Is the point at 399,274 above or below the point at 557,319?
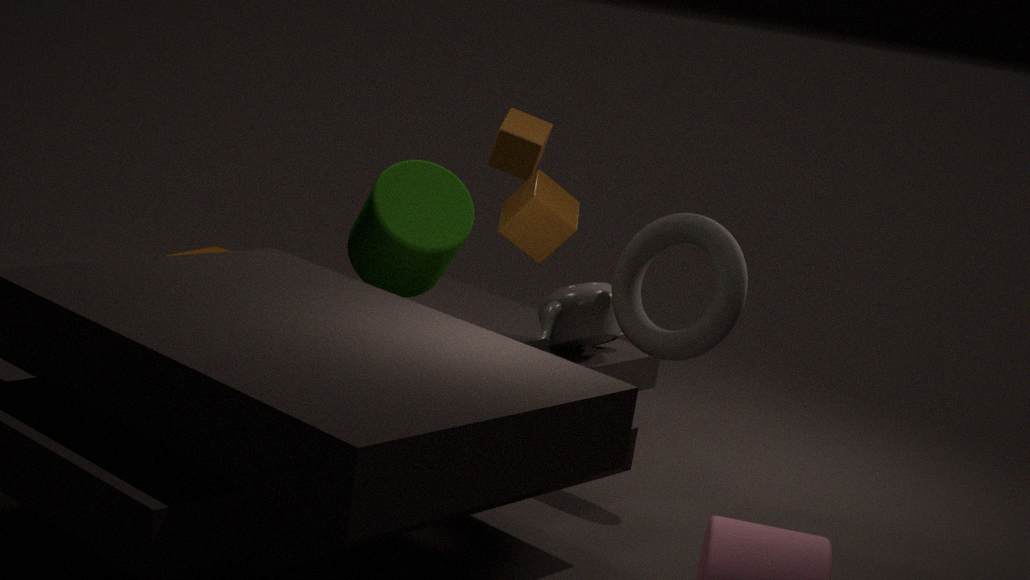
above
